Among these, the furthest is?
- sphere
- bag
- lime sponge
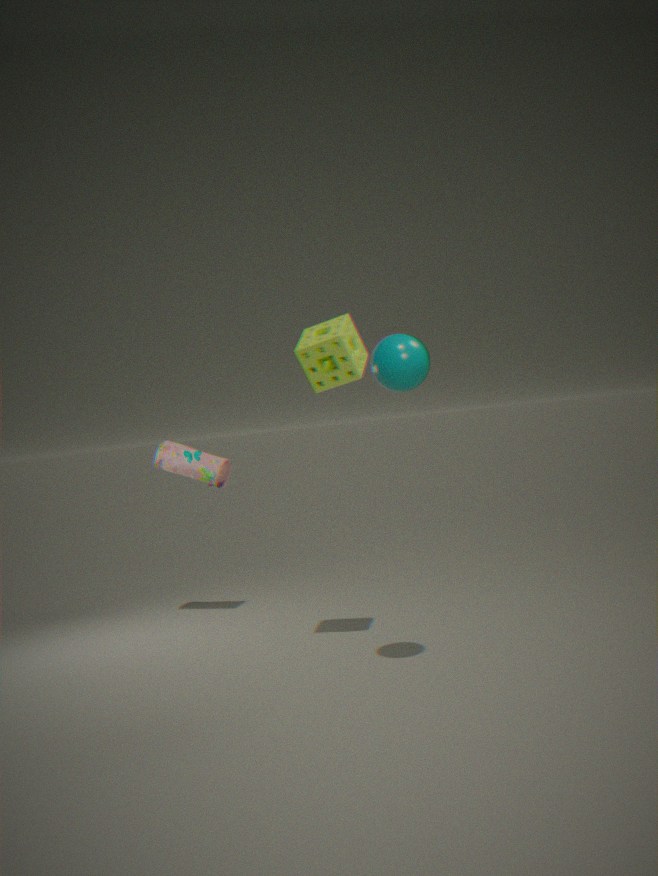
bag
